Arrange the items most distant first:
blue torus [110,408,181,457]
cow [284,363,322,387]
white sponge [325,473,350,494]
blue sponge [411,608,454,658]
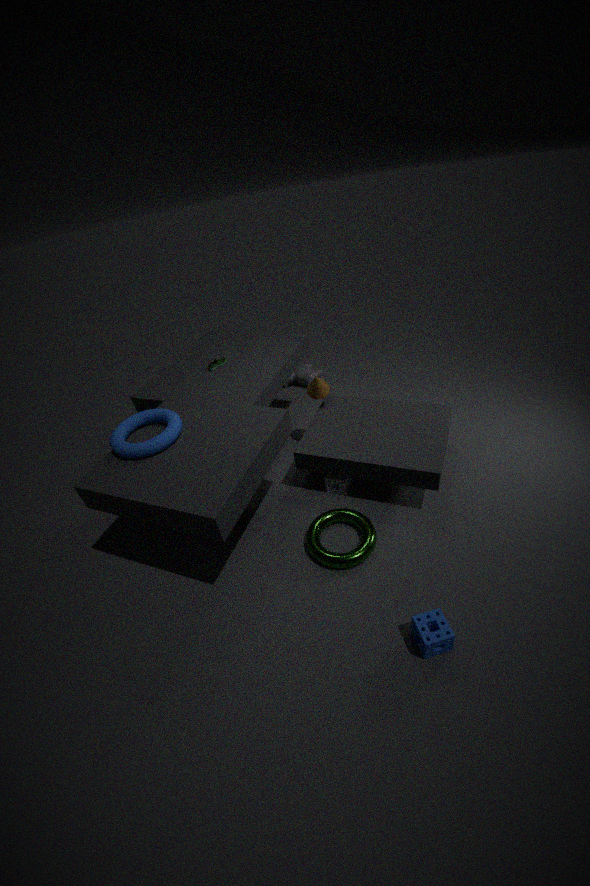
cow [284,363,322,387] → white sponge [325,473,350,494] → blue torus [110,408,181,457] → blue sponge [411,608,454,658]
